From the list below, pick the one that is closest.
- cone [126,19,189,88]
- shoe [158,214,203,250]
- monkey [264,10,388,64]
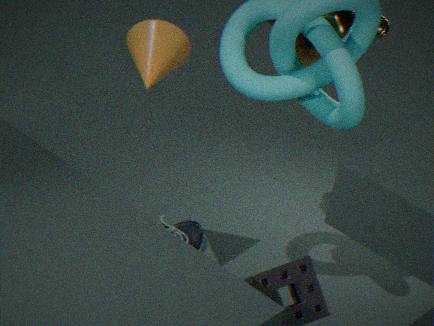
cone [126,19,189,88]
